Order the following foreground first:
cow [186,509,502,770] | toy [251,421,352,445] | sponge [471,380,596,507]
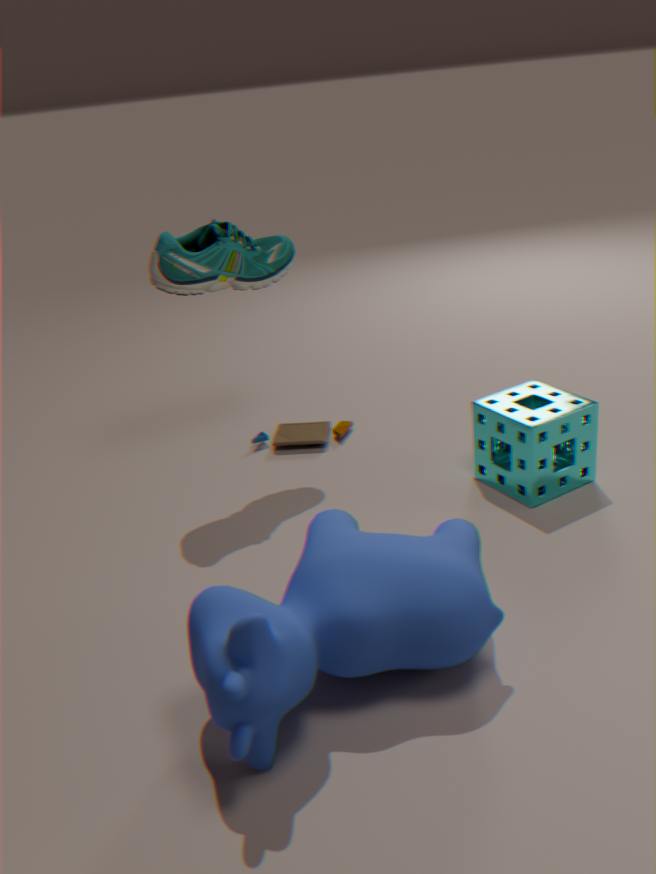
cow [186,509,502,770] → sponge [471,380,596,507] → toy [251,421,352,445]
